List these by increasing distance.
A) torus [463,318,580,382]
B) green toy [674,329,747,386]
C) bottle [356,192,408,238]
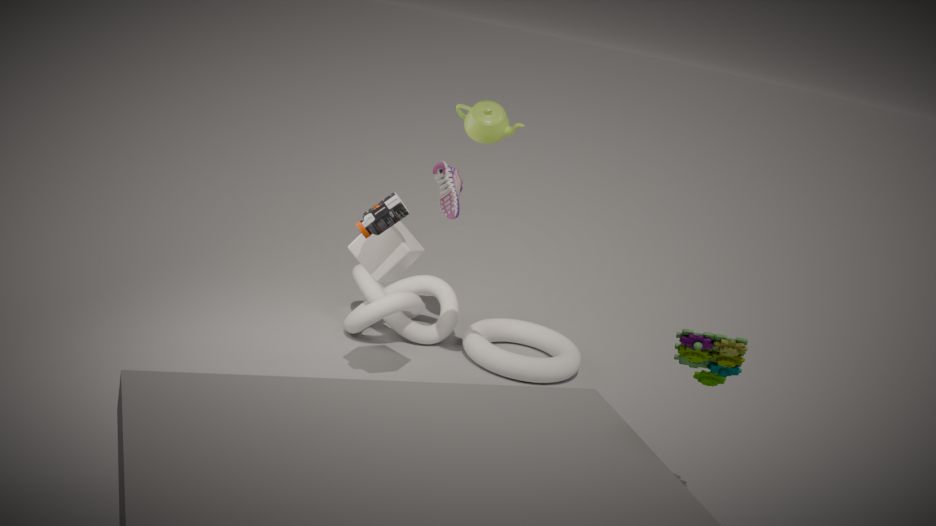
1. B. green toy [674,329,747,386]
2. C. bottle [356,192,408,238]
3. A. torus [463,318,580,382]
